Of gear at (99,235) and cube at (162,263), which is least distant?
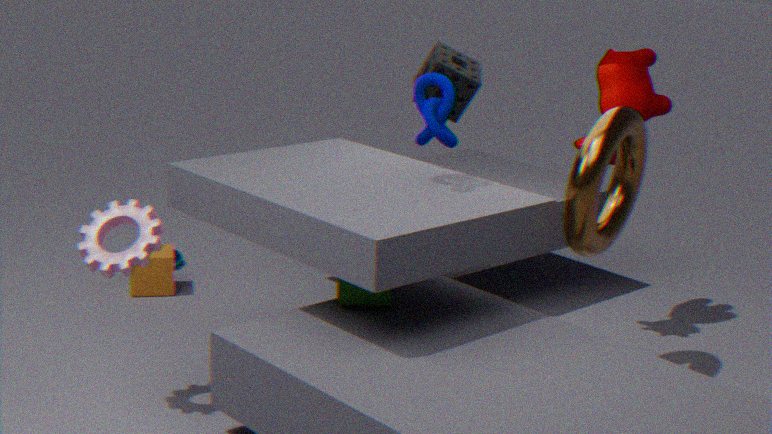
gear at (99,235)
